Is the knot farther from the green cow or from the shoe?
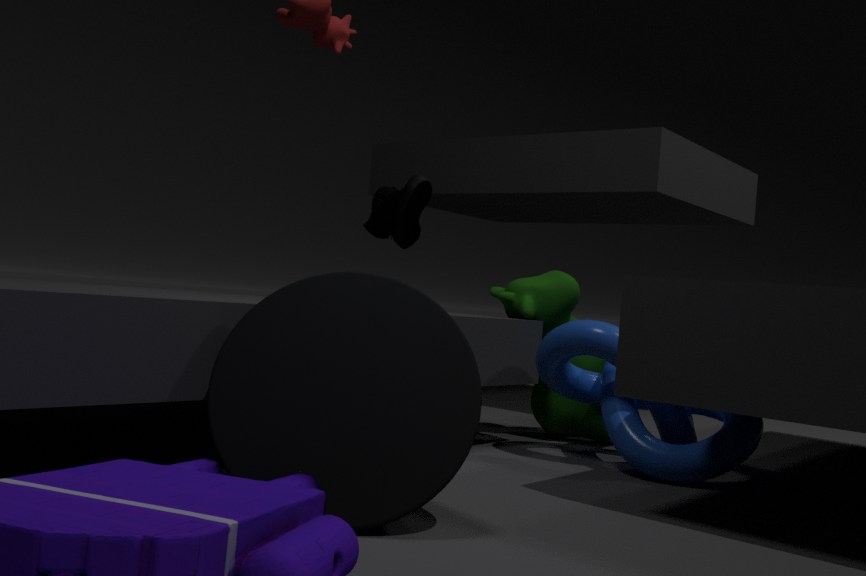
the shoe
